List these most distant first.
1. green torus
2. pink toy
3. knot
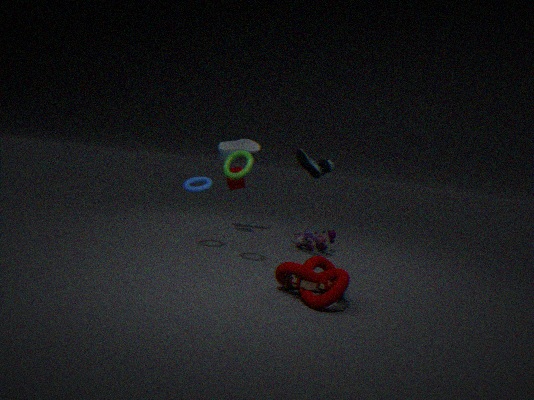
pink toy, green torus, knot
